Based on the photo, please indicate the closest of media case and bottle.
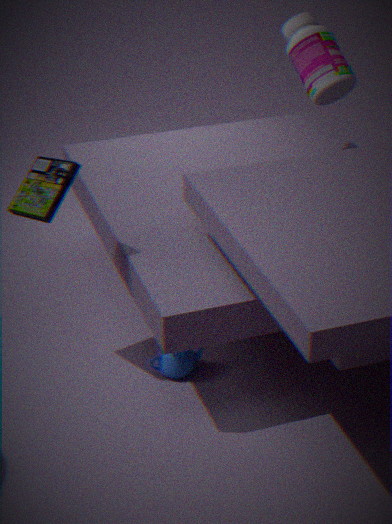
media case
